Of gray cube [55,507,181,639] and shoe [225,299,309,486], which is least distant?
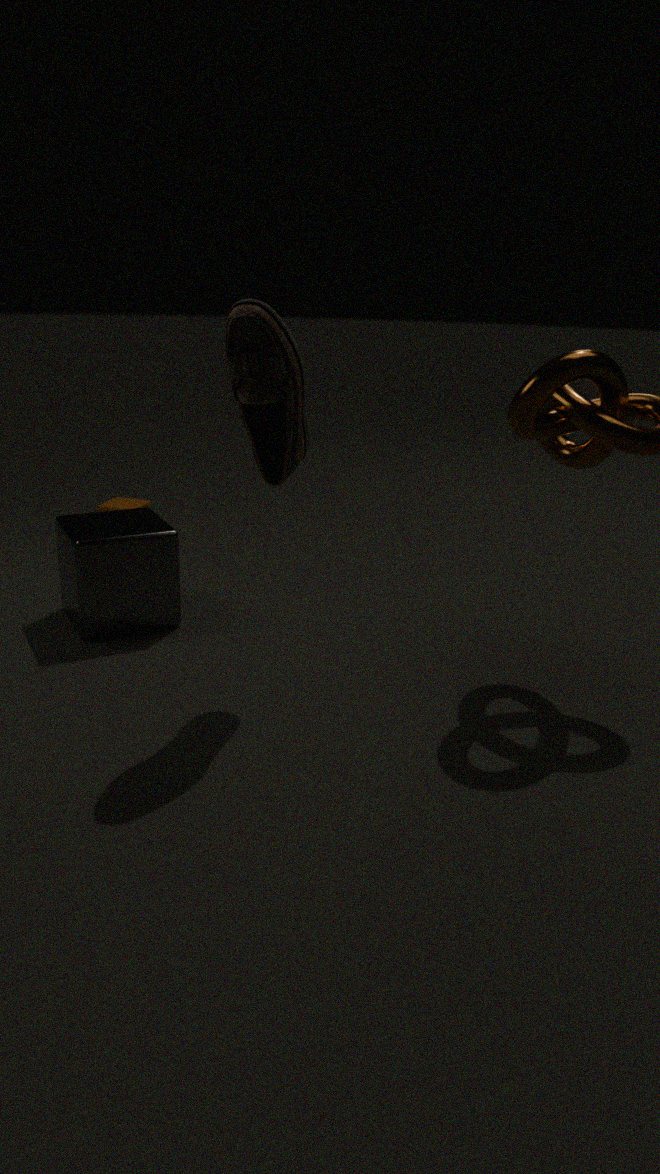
shoe [225,299,309,486]
